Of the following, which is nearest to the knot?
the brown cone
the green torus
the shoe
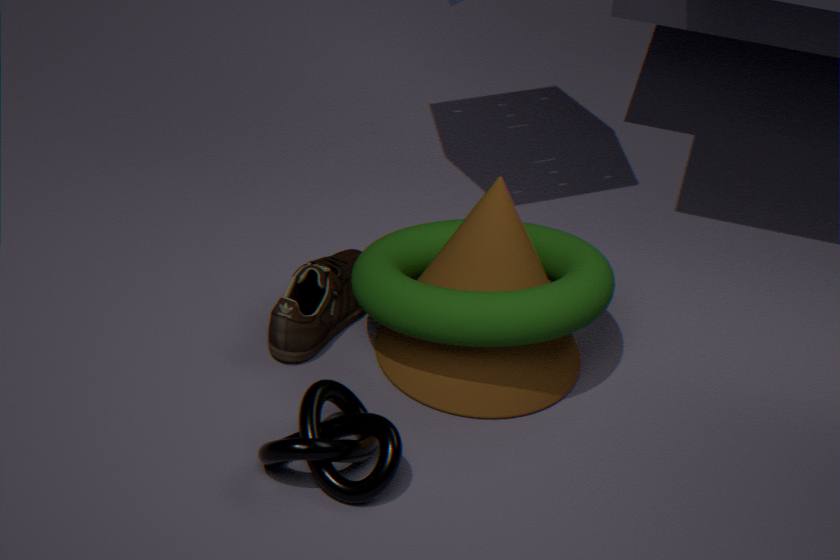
the brown cone
